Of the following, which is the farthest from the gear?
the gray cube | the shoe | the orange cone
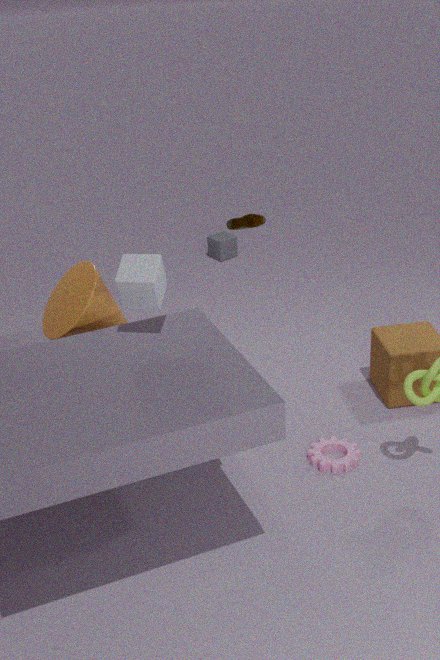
the gray cube
